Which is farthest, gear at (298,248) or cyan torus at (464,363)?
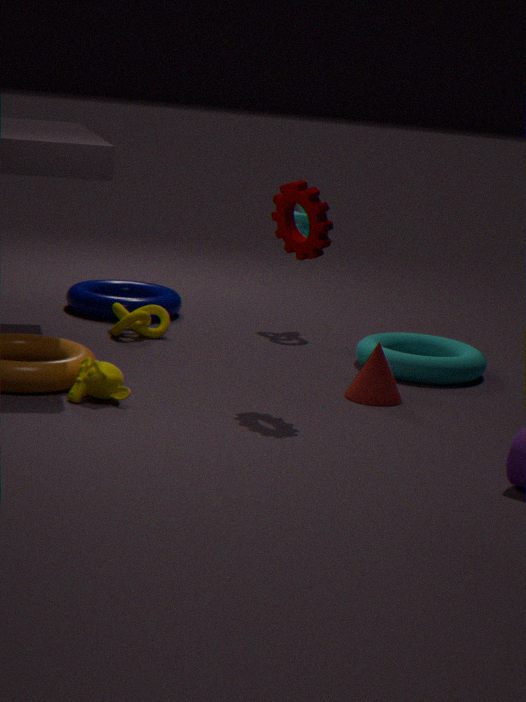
cyan torus at (464,363)
